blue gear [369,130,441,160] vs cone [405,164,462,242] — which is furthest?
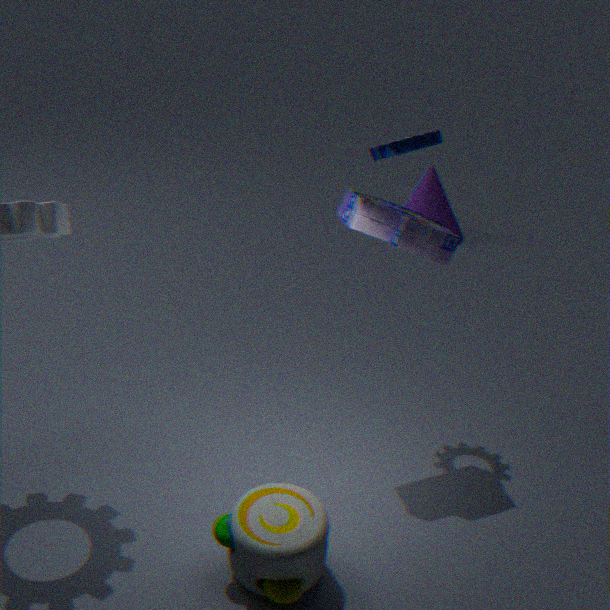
cone [405,164,462,242]
